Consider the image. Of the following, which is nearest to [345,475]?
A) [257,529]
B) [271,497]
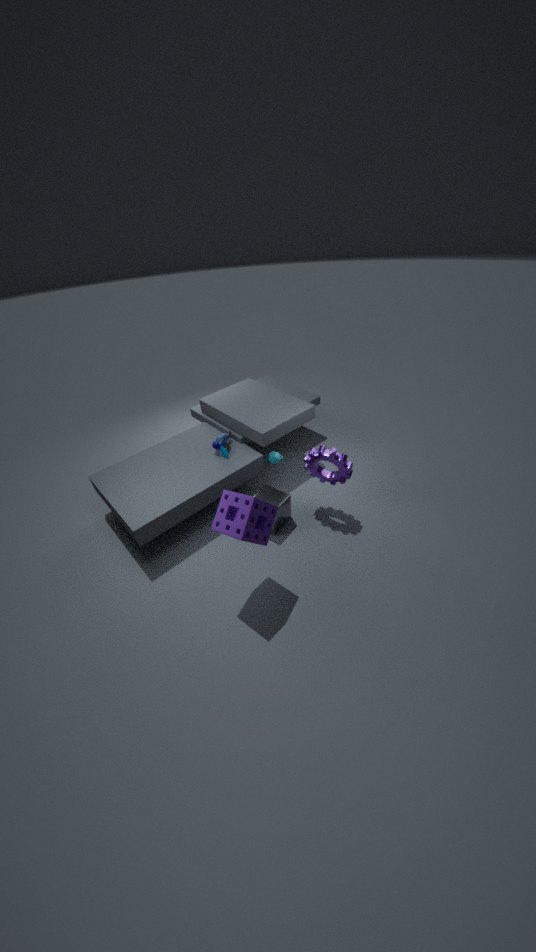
[271,497]
